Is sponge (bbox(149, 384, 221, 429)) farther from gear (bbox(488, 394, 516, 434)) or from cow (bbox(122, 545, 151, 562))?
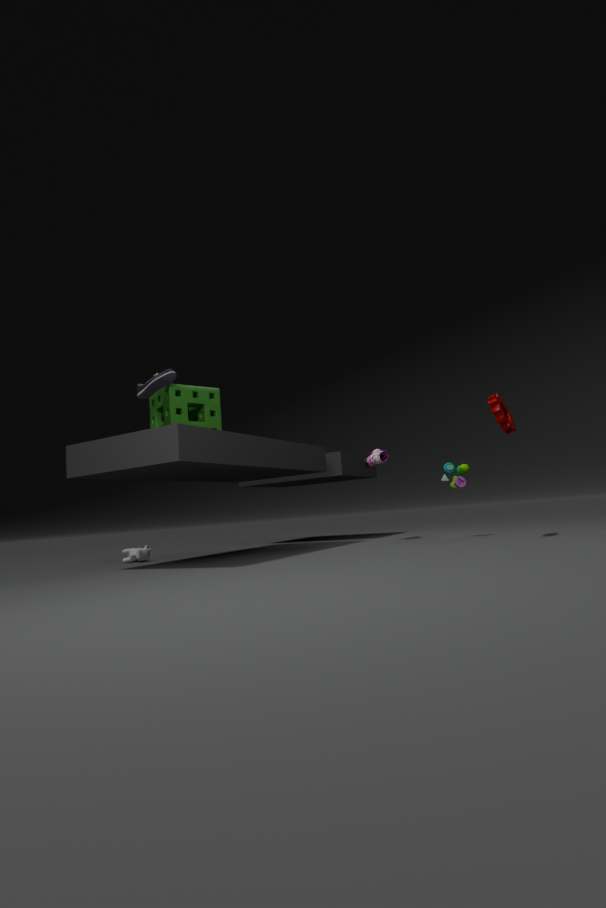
gear (bbox(488, 394, 516, 434))
